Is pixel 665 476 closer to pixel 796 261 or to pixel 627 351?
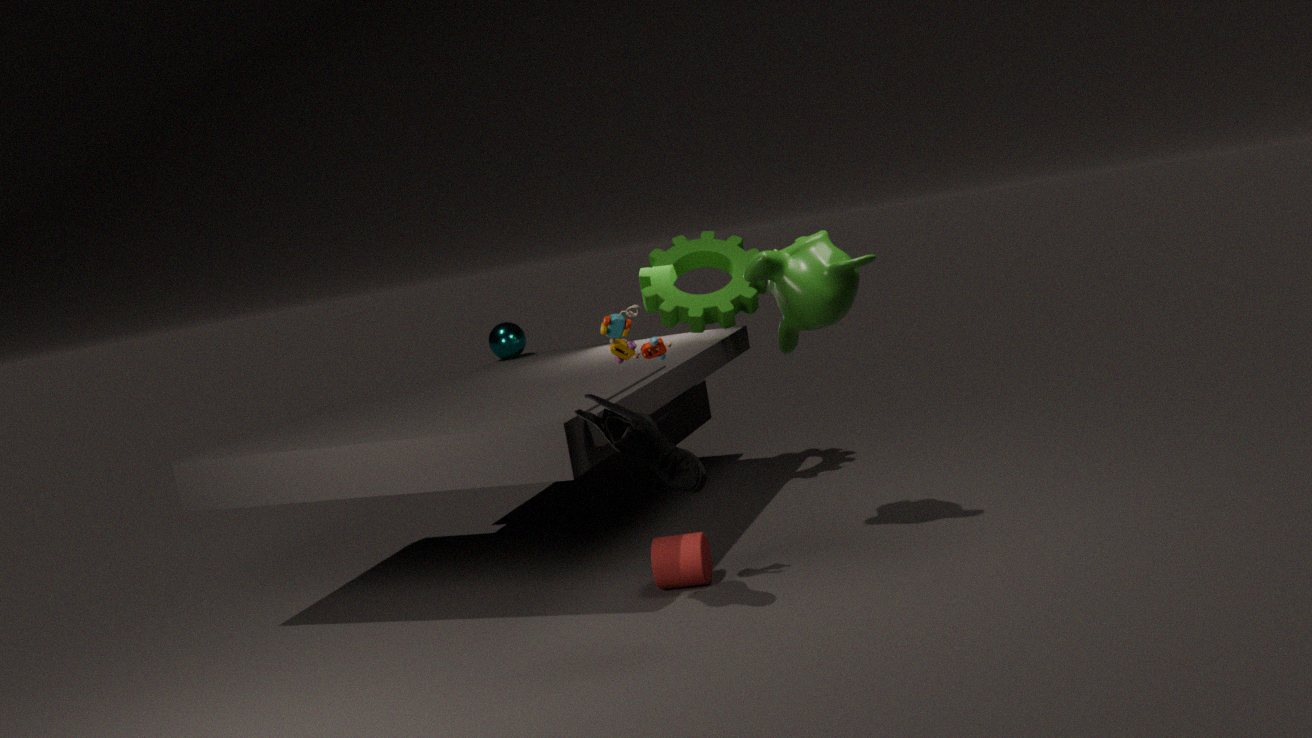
pixel 627 351
